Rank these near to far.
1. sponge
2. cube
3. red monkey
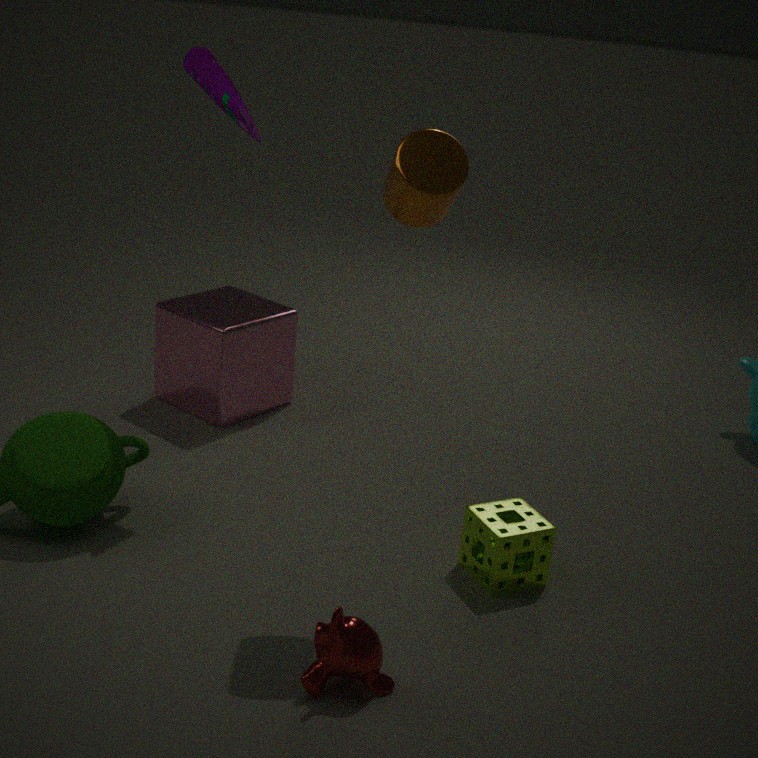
1. red monkey
2. sponge
3. cube
